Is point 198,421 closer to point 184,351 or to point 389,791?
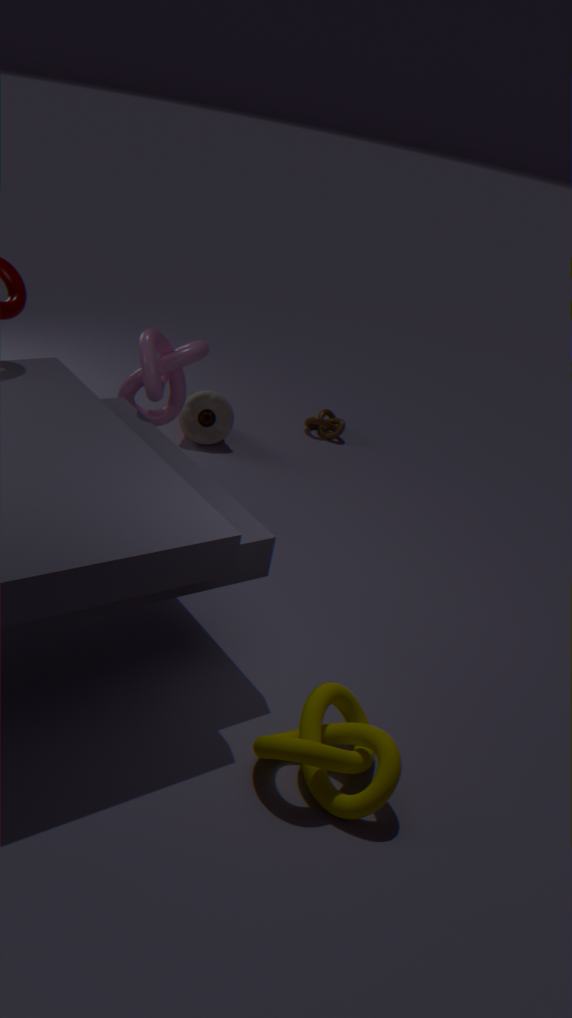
point 184,351
